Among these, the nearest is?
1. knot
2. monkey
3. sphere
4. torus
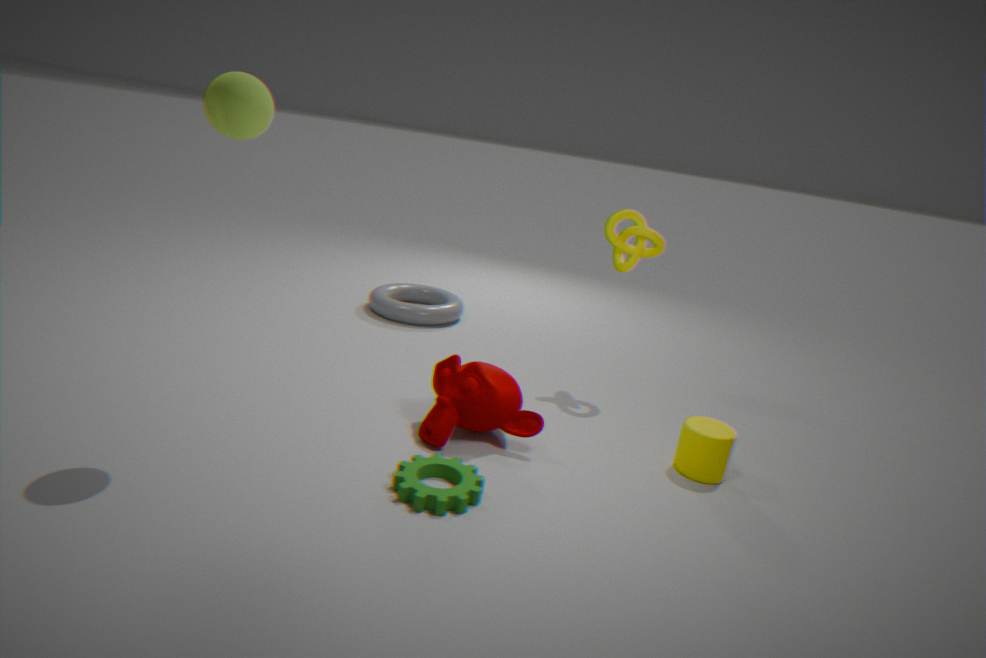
sphere
